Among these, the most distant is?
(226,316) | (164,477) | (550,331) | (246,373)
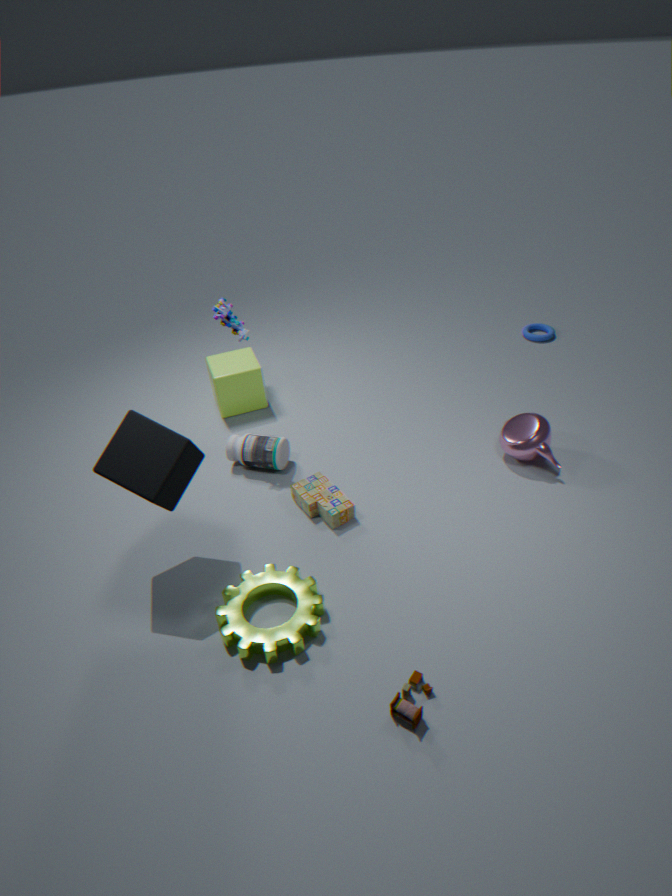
(550,331)
